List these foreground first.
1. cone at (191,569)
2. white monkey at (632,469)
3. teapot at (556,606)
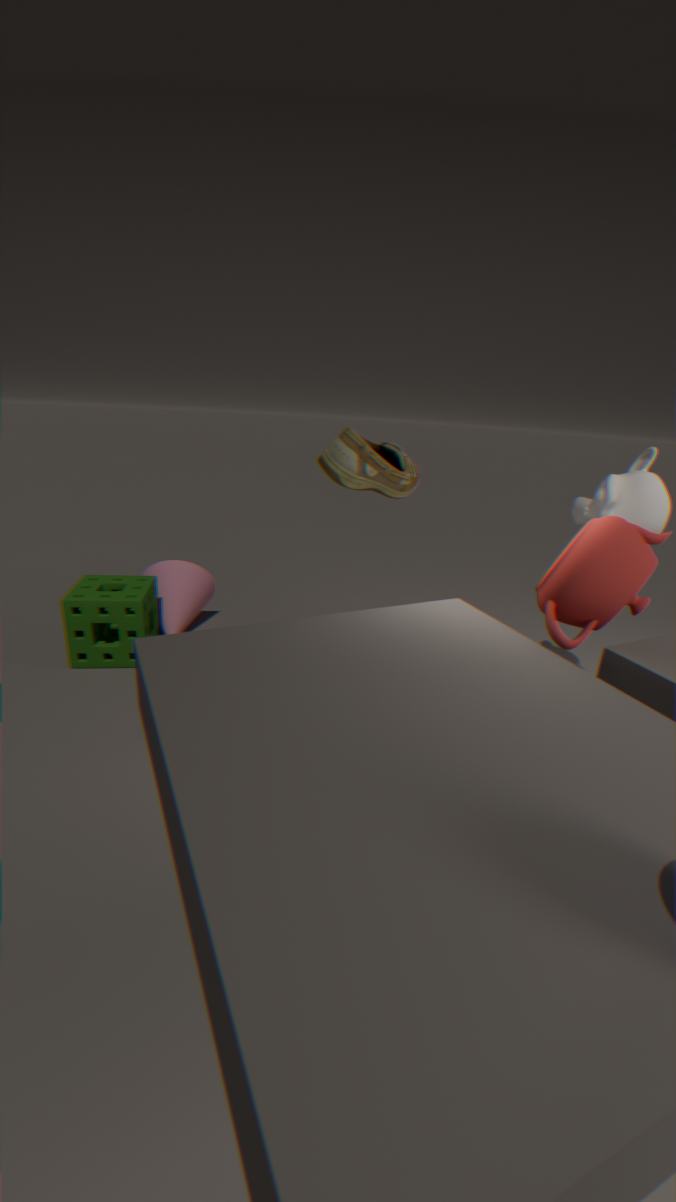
teapot at (556,606) < white monkey at (632,469) < cone at (191,569)
